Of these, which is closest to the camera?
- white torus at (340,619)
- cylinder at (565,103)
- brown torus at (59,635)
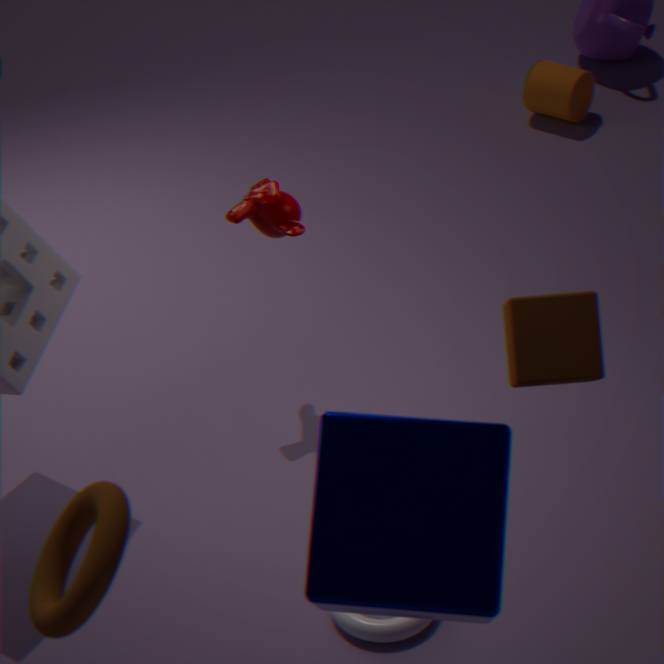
brown torus at (59,635)
